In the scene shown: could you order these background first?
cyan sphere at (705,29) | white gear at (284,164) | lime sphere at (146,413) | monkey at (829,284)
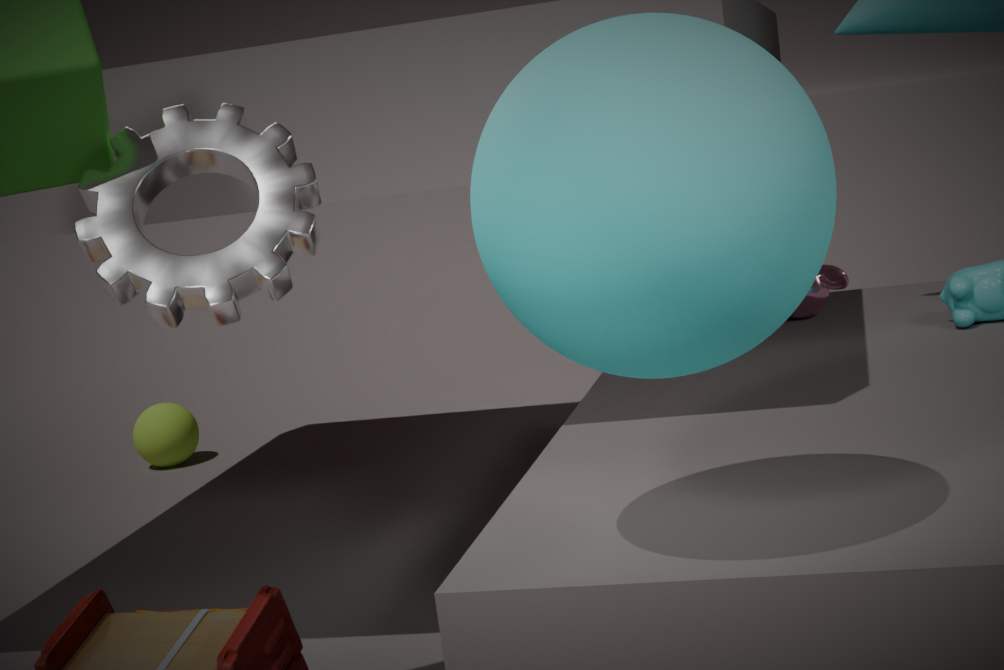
lime sphere at (146,413), monkey at (829,284), white gear at (284,164), cyan sphere at (705,29)
